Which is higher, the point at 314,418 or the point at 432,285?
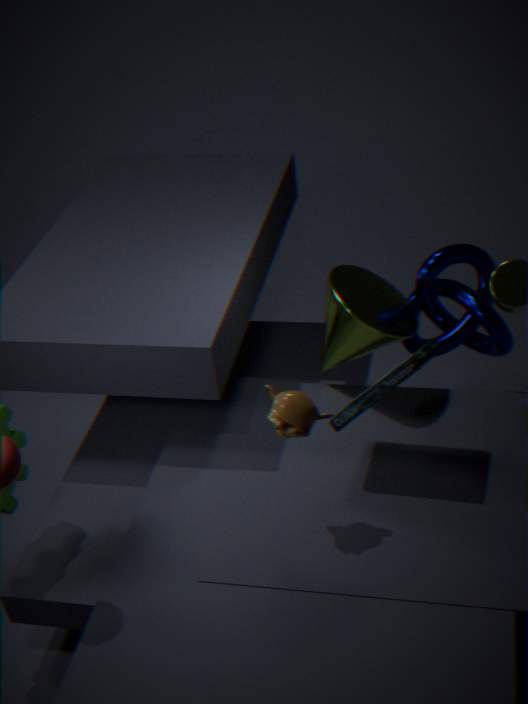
the point at 314,418
